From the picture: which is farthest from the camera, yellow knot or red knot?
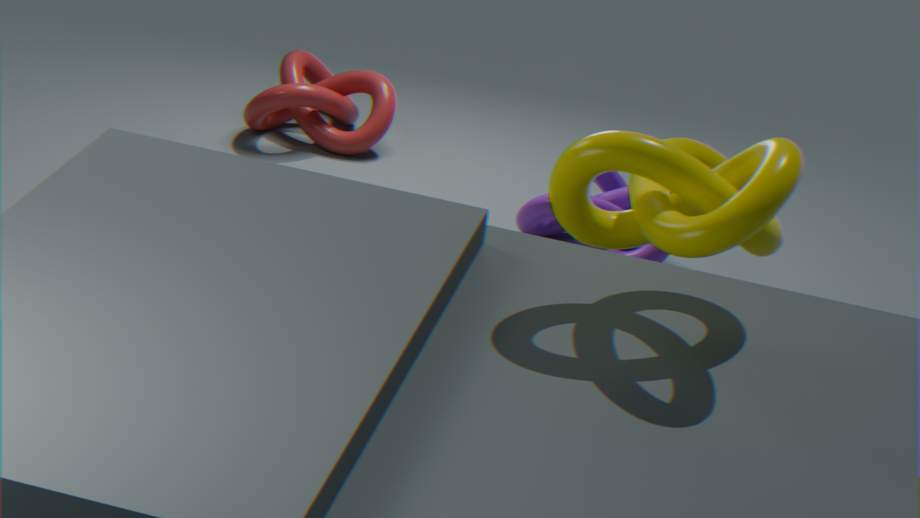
red knot
